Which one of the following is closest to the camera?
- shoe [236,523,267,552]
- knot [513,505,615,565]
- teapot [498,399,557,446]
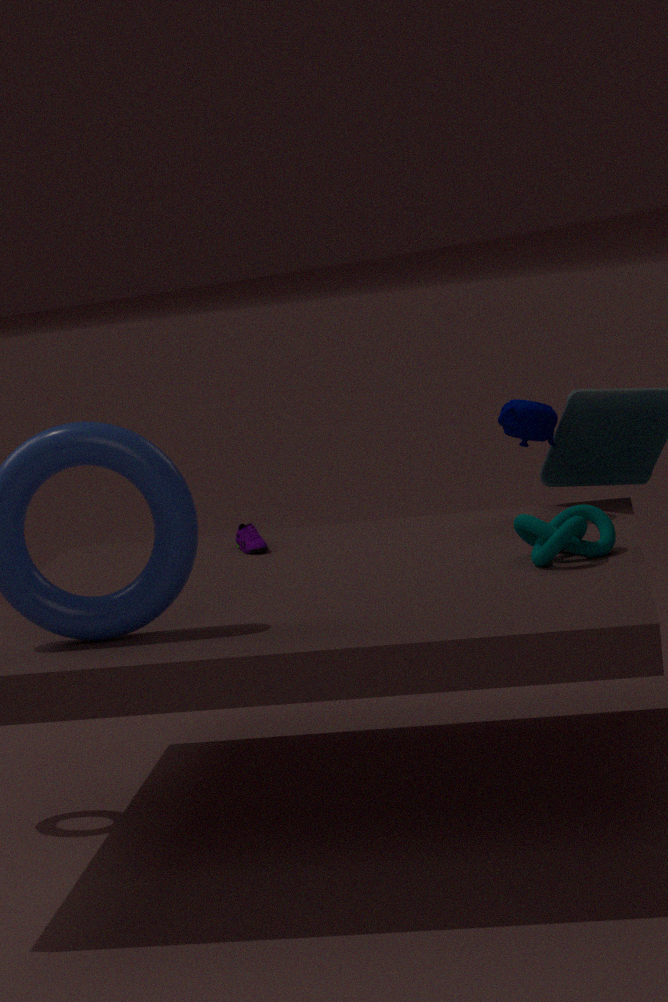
knot [513,505,615,565]
